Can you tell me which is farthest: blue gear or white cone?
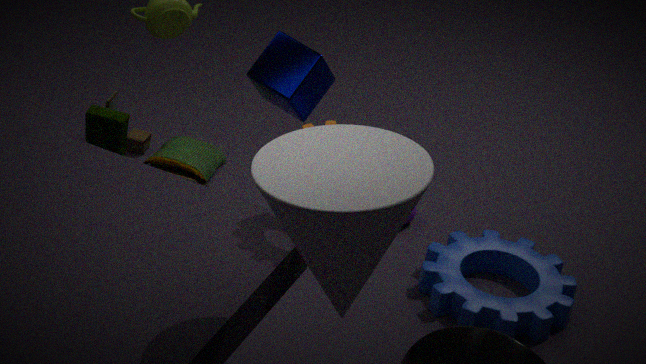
blue gear
